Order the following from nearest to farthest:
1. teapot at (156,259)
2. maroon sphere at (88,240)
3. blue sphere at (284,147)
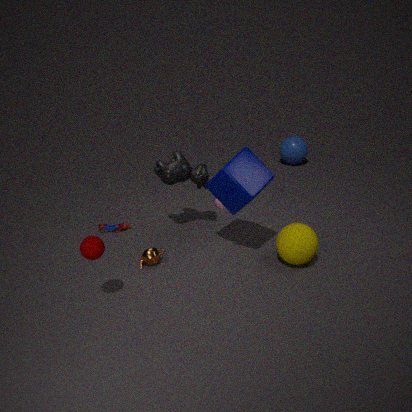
1. maroon sphere at (88,240)
2. teapot at (156,259)
3. blue sphere at (284,147)
